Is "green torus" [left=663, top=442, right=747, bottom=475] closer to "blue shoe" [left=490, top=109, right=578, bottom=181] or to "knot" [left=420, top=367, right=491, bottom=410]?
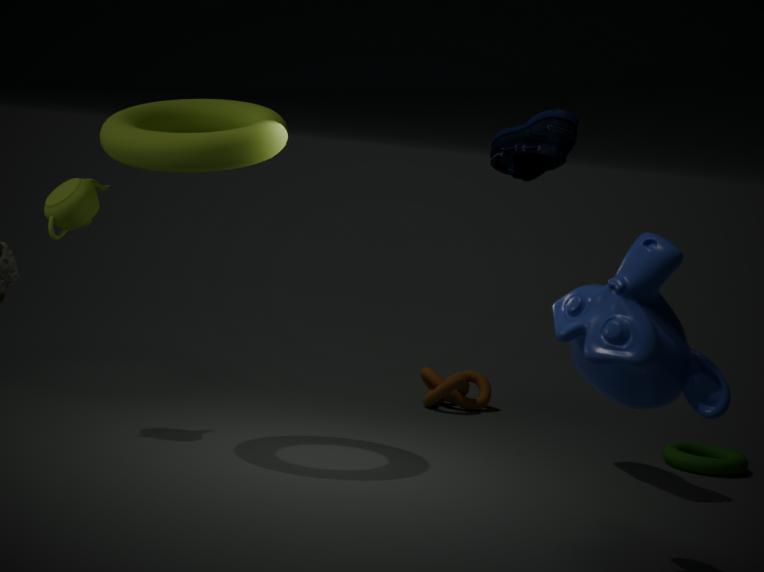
"knot" [left=420, top=367, right=491, bottom=410]
